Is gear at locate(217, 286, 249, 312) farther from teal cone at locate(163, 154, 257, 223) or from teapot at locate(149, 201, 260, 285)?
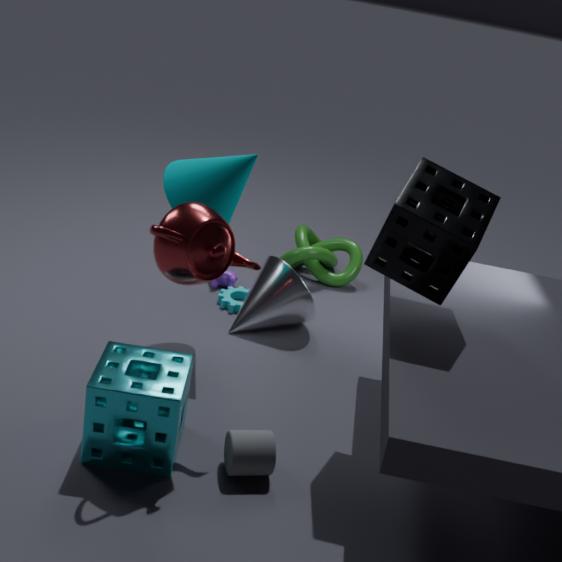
teapot at locate(149, 201, 260, 285)
